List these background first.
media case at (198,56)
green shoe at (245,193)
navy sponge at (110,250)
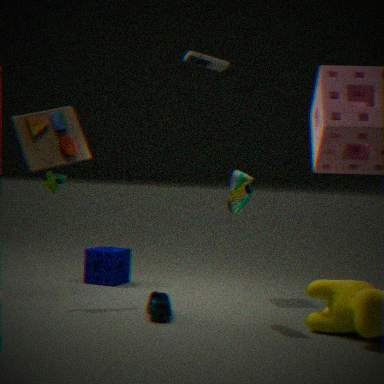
navy sponge at (110,250)
media case at (198,56)
green shoe at (245,193)
